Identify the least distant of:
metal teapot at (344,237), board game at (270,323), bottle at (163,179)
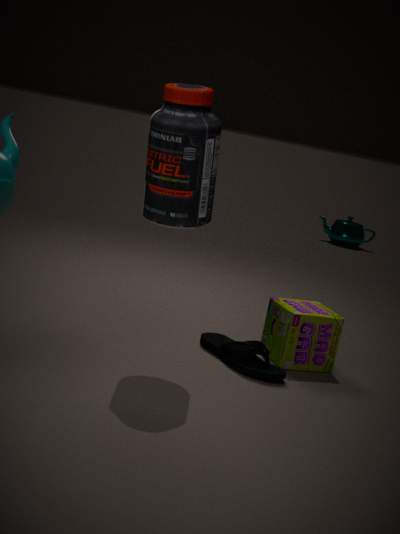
bottle at (163,179)
